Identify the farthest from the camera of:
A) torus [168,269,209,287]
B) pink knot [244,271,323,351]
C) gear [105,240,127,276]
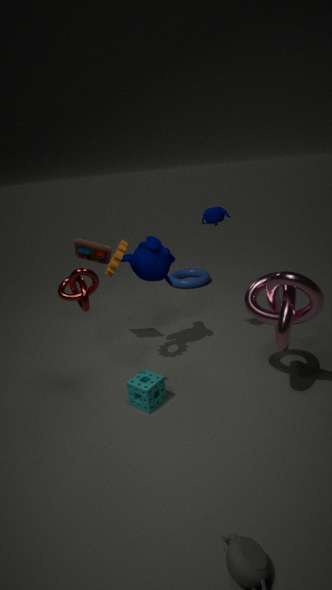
torus [168,269,209,287]
